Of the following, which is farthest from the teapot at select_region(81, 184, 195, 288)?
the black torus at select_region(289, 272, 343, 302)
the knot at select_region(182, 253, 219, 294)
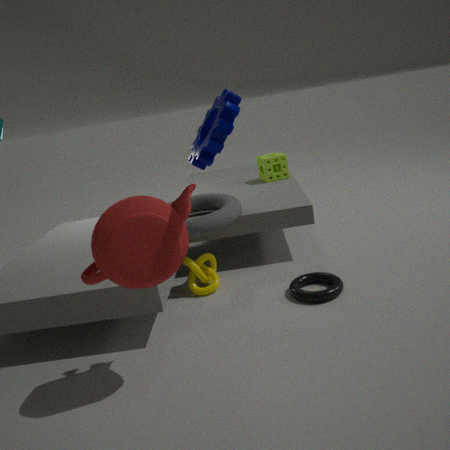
the black torus at select_region(289, 272, 343, 302)
